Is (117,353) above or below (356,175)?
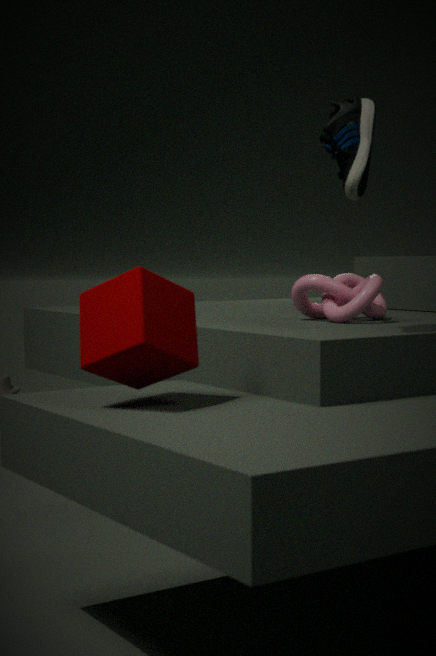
below
